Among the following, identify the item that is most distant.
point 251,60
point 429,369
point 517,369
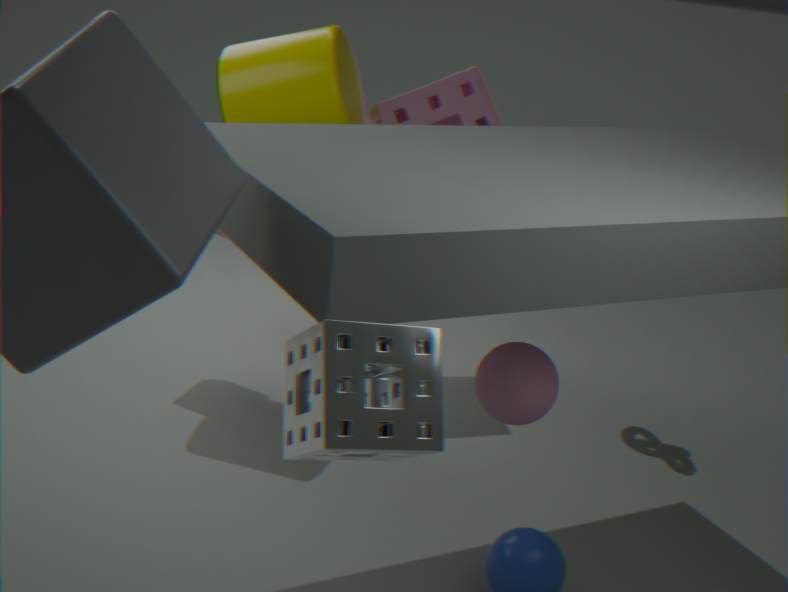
point 251,60
